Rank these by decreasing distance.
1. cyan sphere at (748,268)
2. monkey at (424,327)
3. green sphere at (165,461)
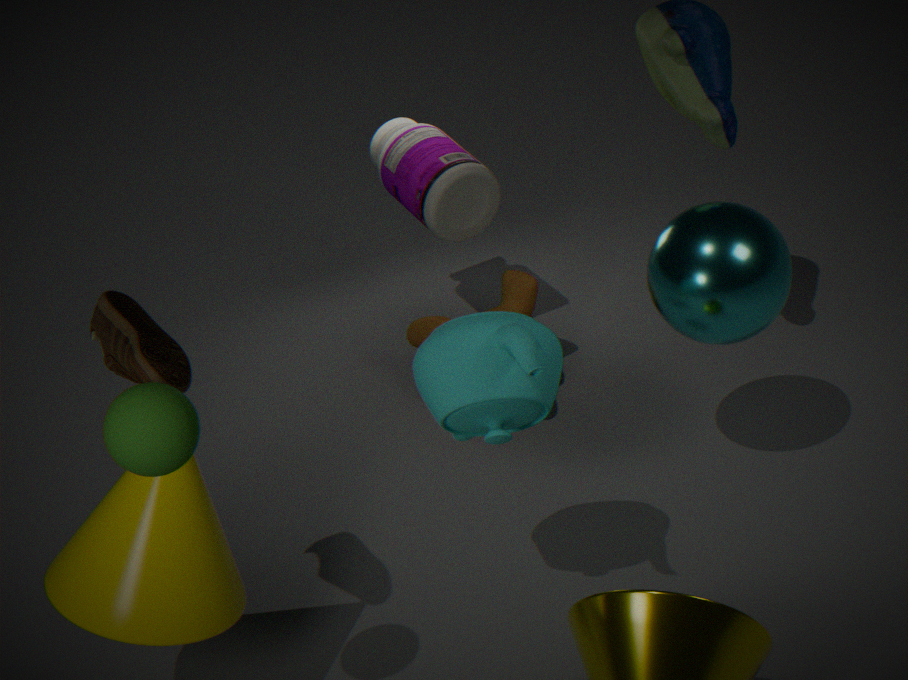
monkey at (424,327)
cyan sphere at (748,268)
green sphere at (165,461)
